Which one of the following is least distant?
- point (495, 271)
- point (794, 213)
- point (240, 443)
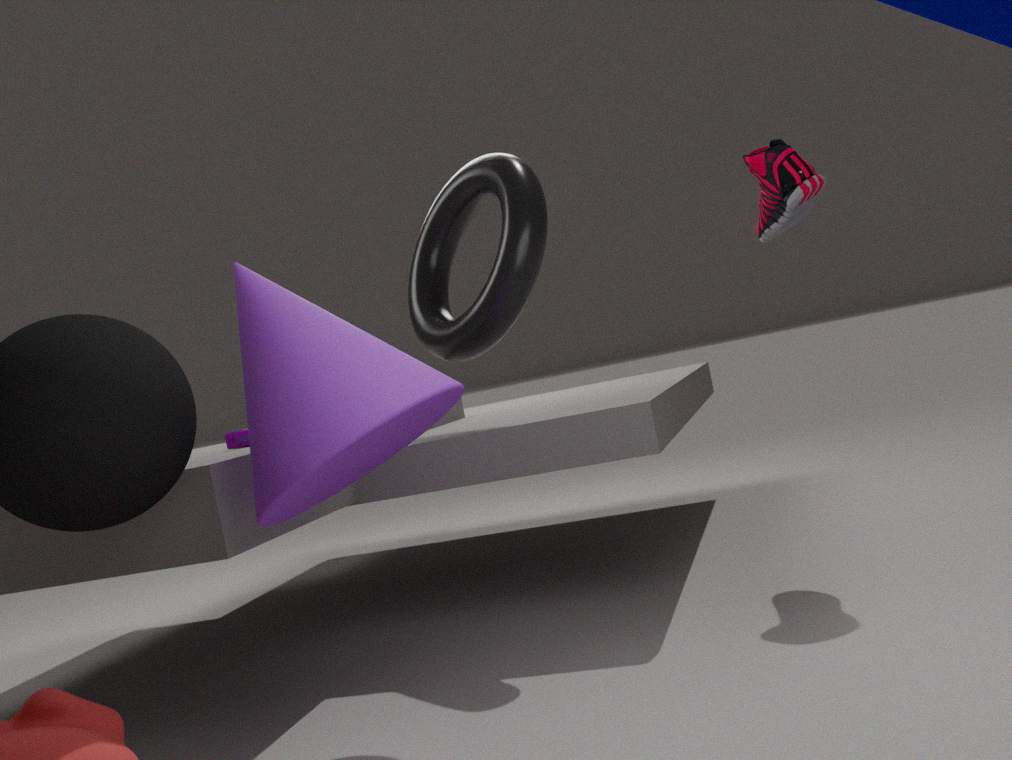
point (495, 271)
